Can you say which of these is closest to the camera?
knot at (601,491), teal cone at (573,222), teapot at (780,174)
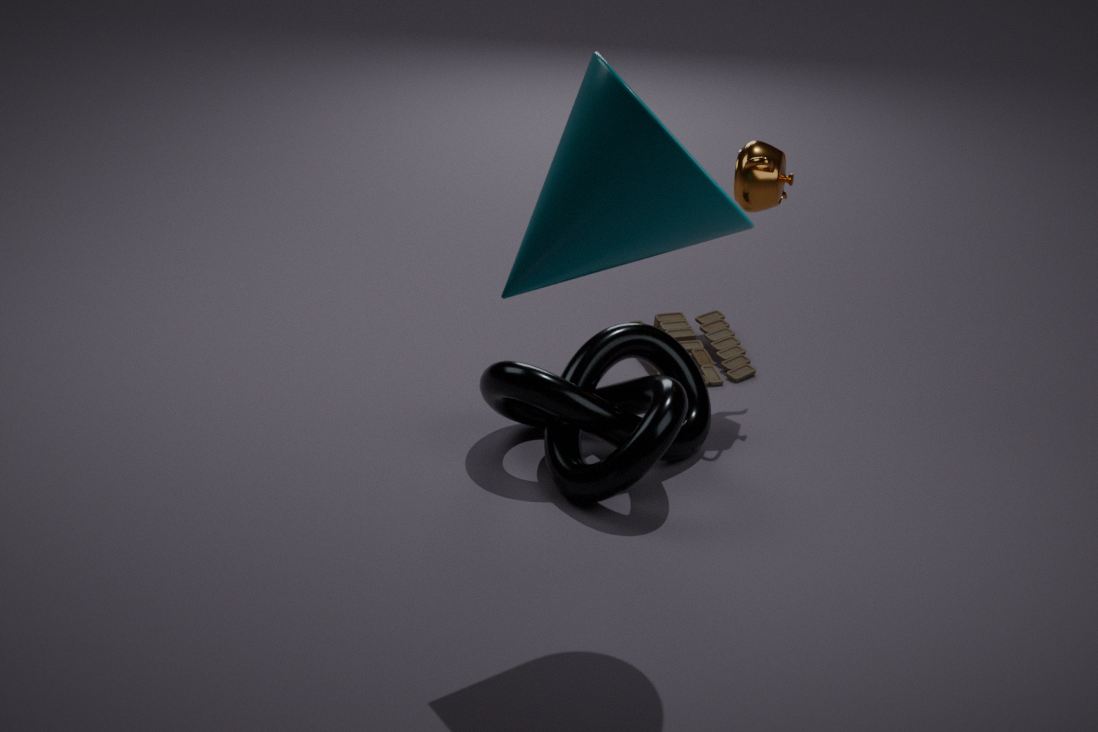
teal cone at (573,222)
